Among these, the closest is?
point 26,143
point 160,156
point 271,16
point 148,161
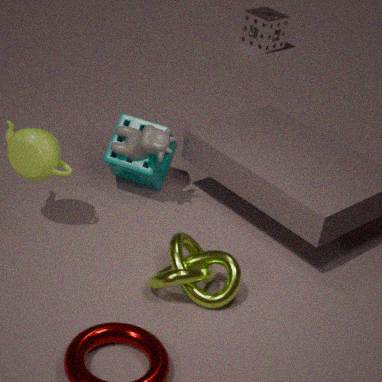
point 26,143
